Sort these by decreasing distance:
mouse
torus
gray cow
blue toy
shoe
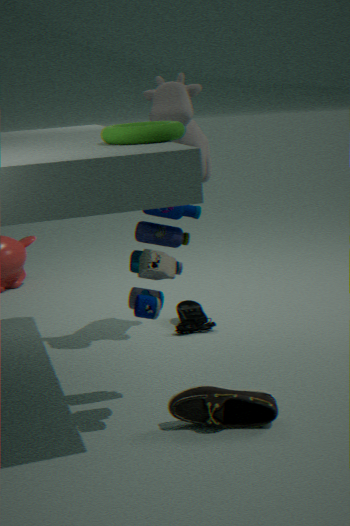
mouse
gray cow
shoe
blue toy
torus
